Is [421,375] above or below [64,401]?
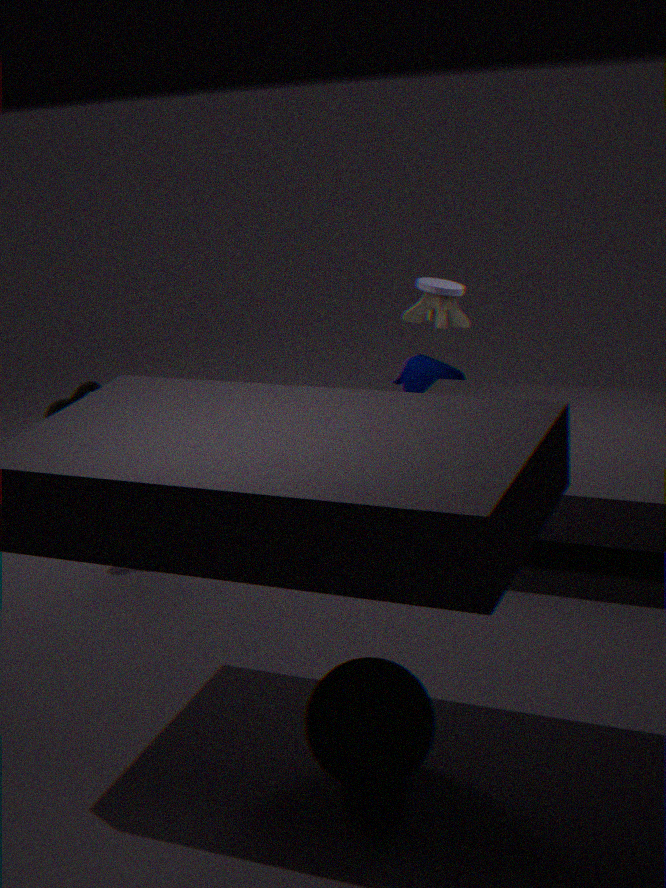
below
